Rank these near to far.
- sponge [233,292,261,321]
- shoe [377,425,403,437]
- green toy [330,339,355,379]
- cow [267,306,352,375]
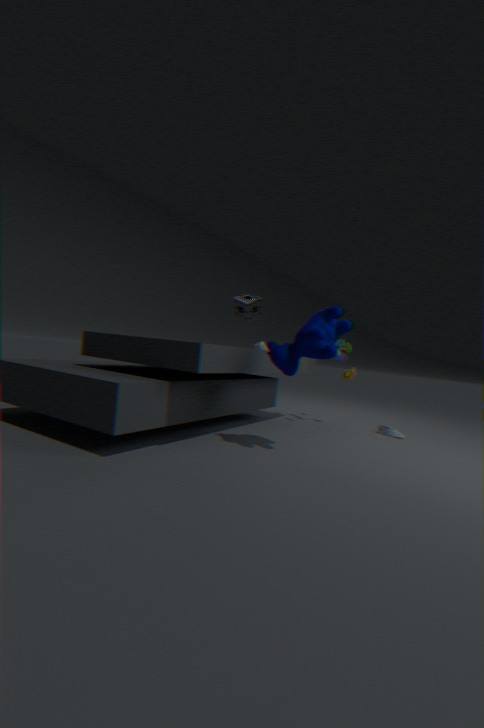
cow [267,306,352,375] → shoe [377,425,403,437] → green toy [330,339,355,379] → sponge [233,292,261,321]
